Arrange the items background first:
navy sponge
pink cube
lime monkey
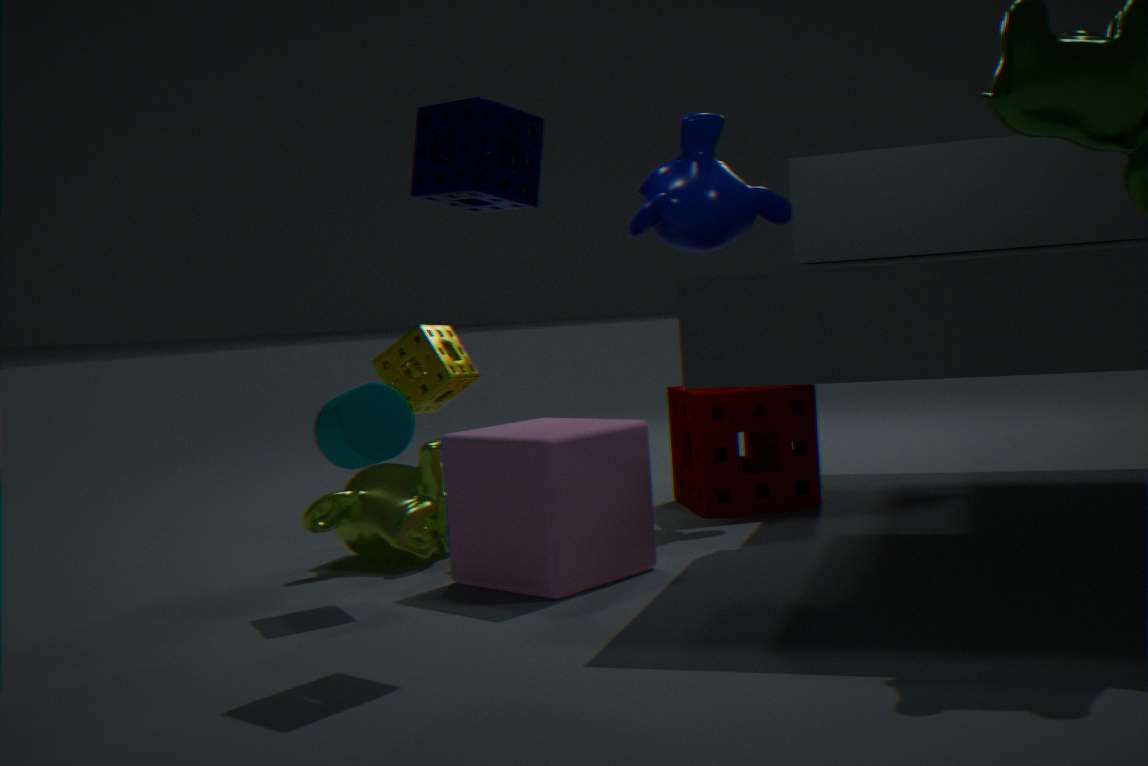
1. lime monkey
2. pink cube
3. navy sponge
